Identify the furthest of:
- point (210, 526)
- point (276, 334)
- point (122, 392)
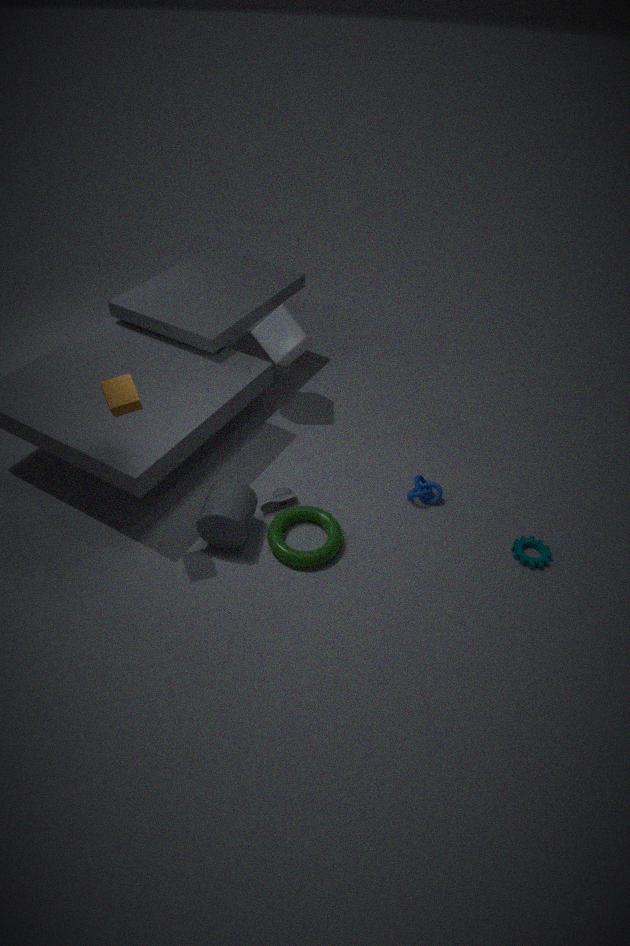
point (276, 334)
